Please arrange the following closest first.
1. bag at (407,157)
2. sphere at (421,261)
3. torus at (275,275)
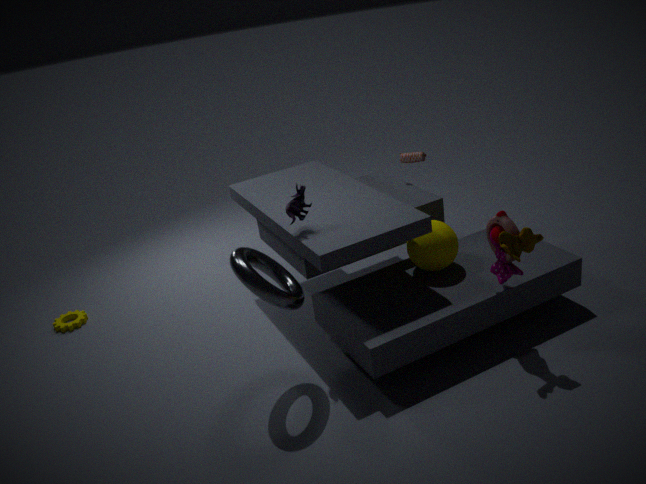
torus at (275,275)
sphere at (421,261)
bag at (407,157)
